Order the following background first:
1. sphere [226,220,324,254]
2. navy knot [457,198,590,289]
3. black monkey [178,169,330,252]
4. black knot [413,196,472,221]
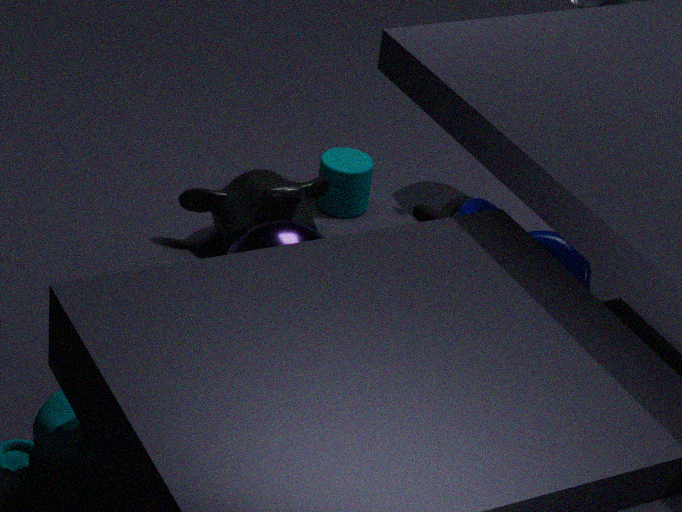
1. black knot [413,196,472,221]
2. navy knot [457,198,590,289]
3. black monkey [178,169,330,252]
4. sphere [226,220,324,254]
